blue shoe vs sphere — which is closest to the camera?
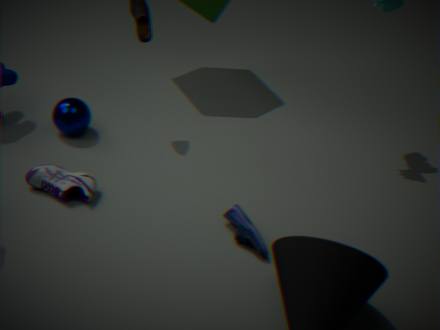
blue shoe
